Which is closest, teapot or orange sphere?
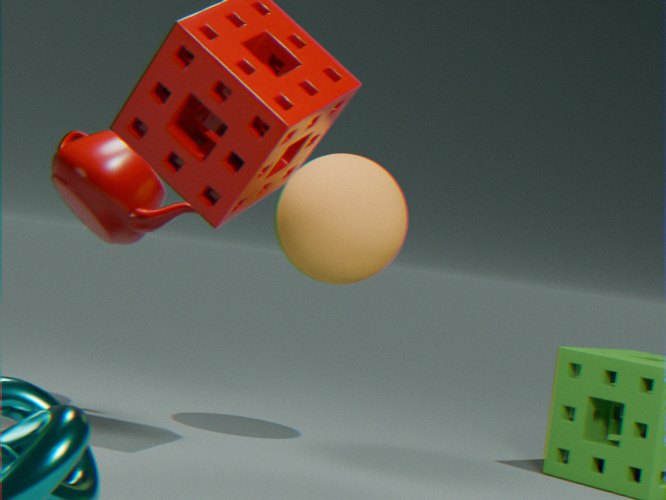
orange sphere
